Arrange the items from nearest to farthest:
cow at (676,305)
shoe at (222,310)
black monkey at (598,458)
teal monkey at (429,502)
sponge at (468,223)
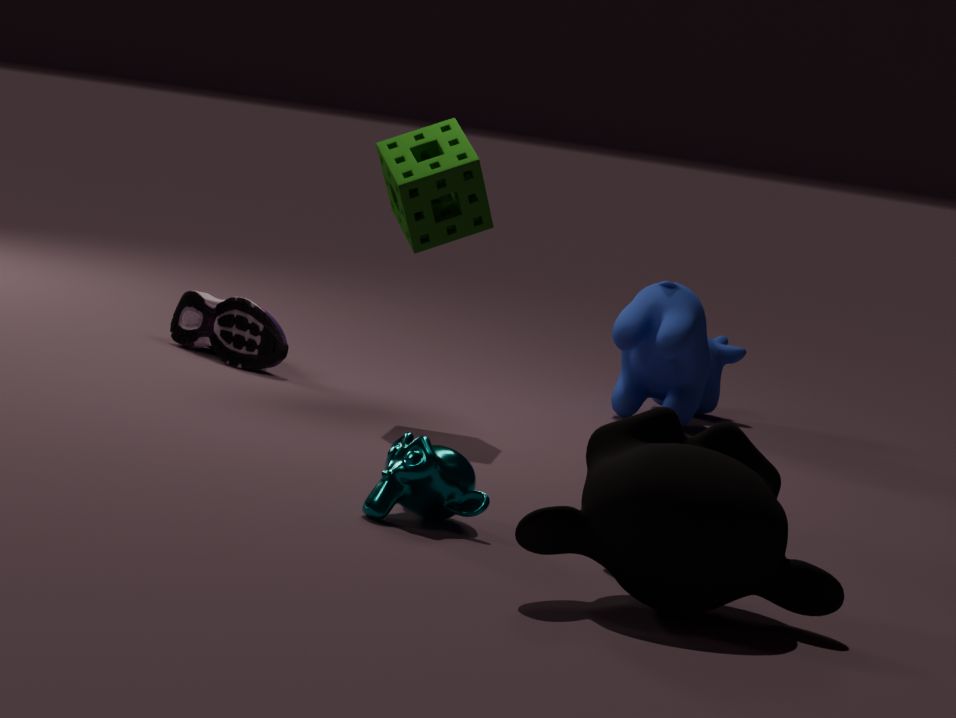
black monkey at (598,458)
teal monkey at (429,502)
sponge at (468,223)
cow at (676,305)
shoe at (222,310)
